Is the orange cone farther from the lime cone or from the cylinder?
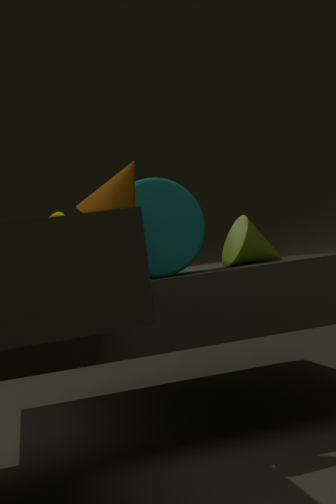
the lime cone
